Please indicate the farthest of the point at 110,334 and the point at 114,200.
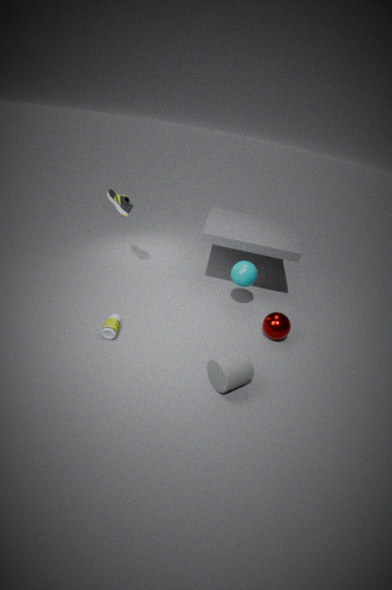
the point at 114,200
